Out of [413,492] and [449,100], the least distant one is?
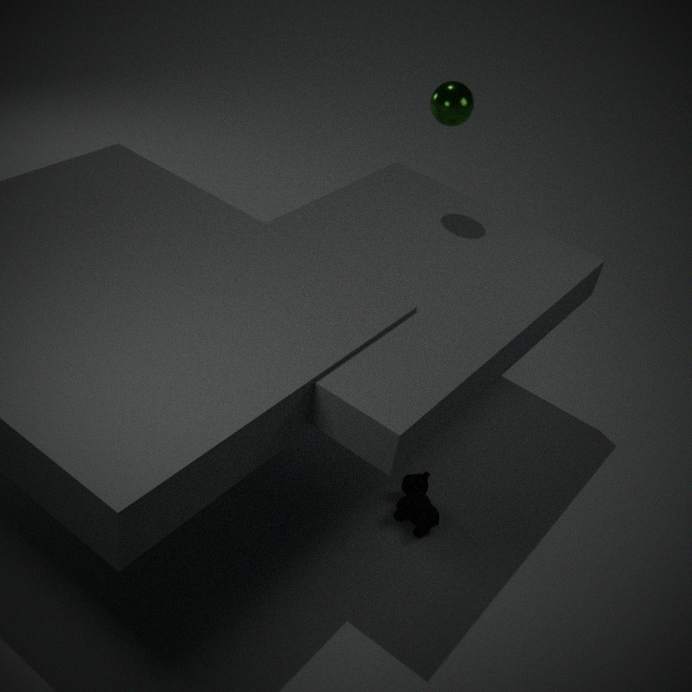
[413,492]
